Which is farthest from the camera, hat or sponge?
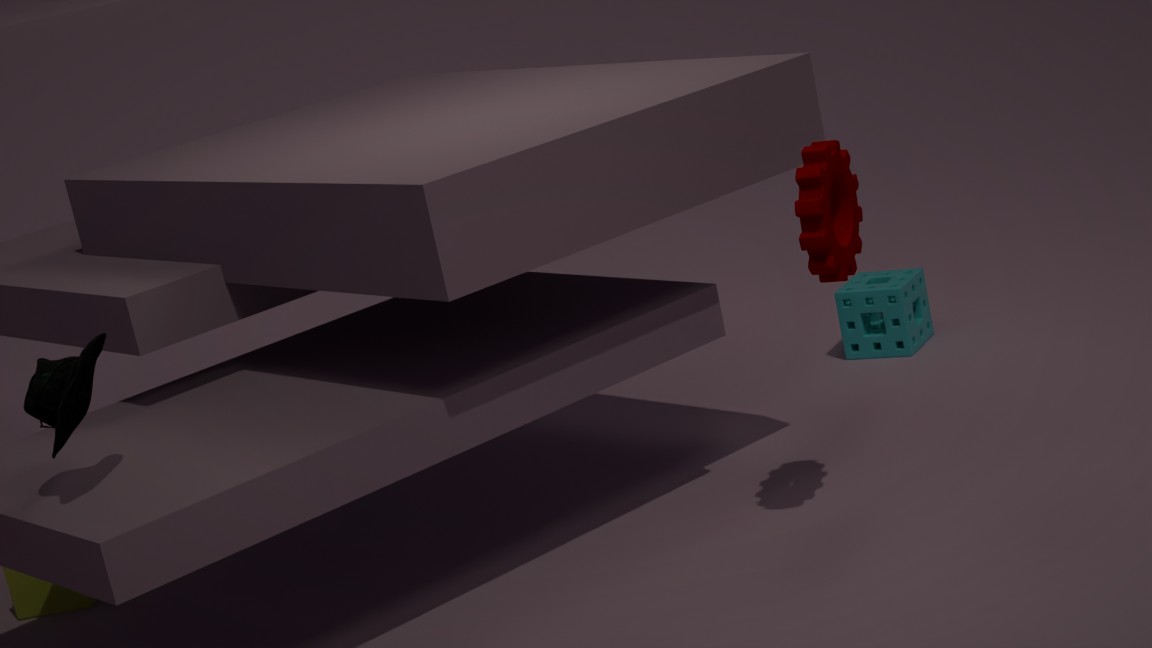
sponge
